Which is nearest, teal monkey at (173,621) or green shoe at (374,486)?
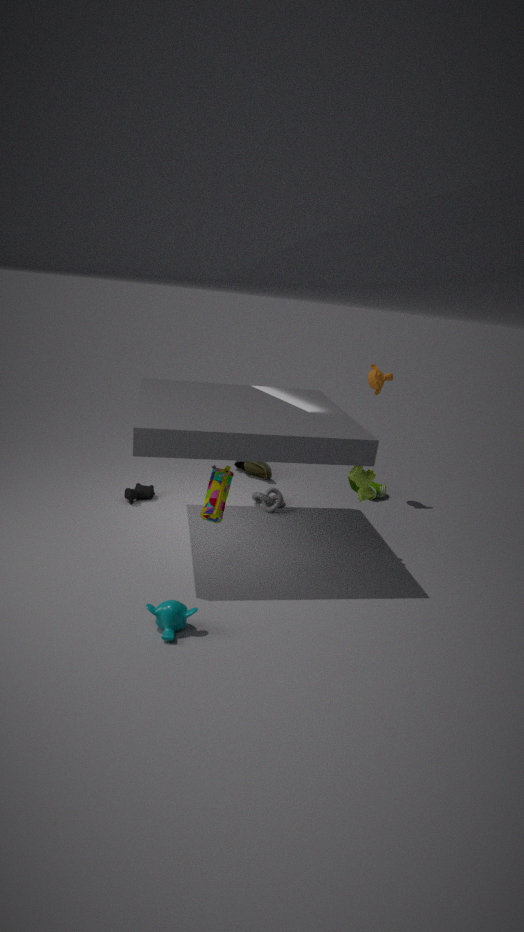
teal monkey at (173,621)
